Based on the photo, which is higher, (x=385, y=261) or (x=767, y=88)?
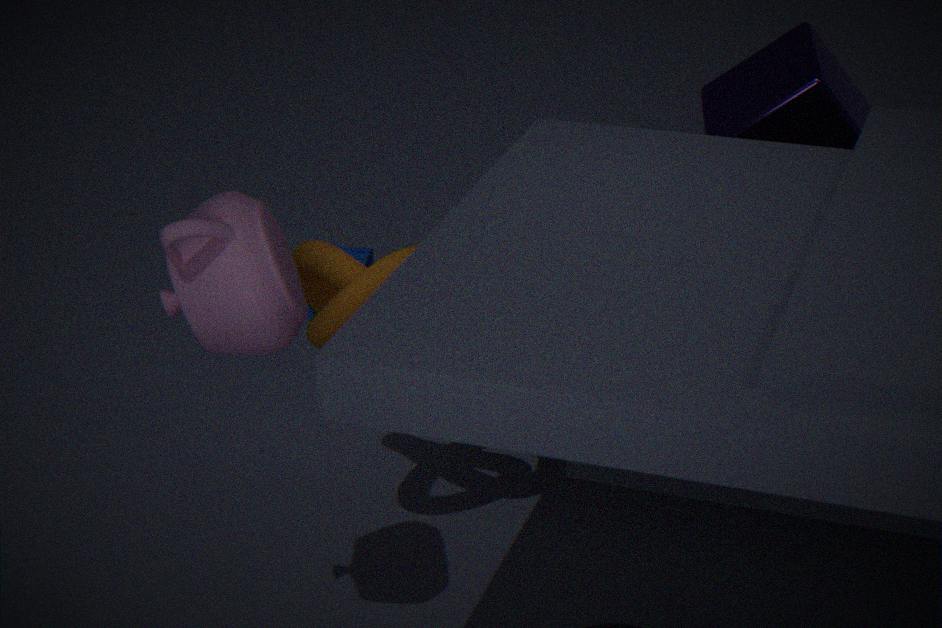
(x=767, y=88)
